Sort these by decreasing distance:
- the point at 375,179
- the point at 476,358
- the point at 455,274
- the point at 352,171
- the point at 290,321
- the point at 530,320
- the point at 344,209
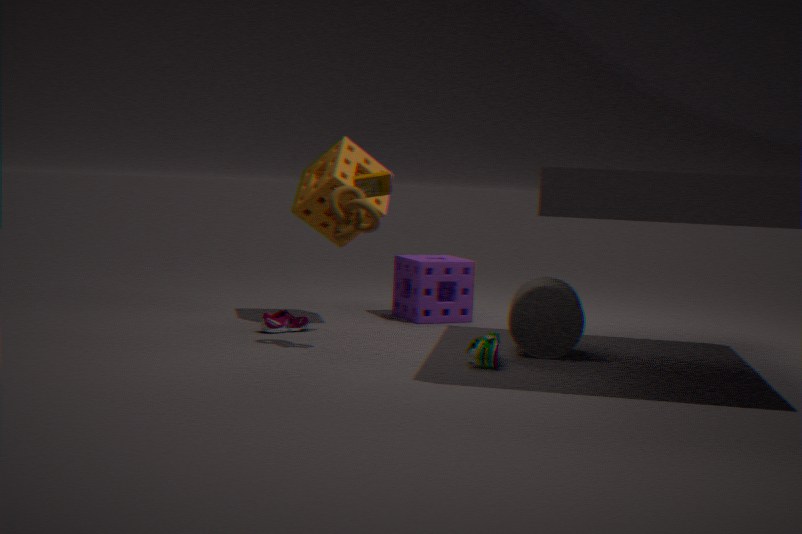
the point at 455,274 < the point at 352,171 < the point at 290,321 < the point at 375,179 < the point at 530,320 < the point at 344,209 < the point at 476,358
